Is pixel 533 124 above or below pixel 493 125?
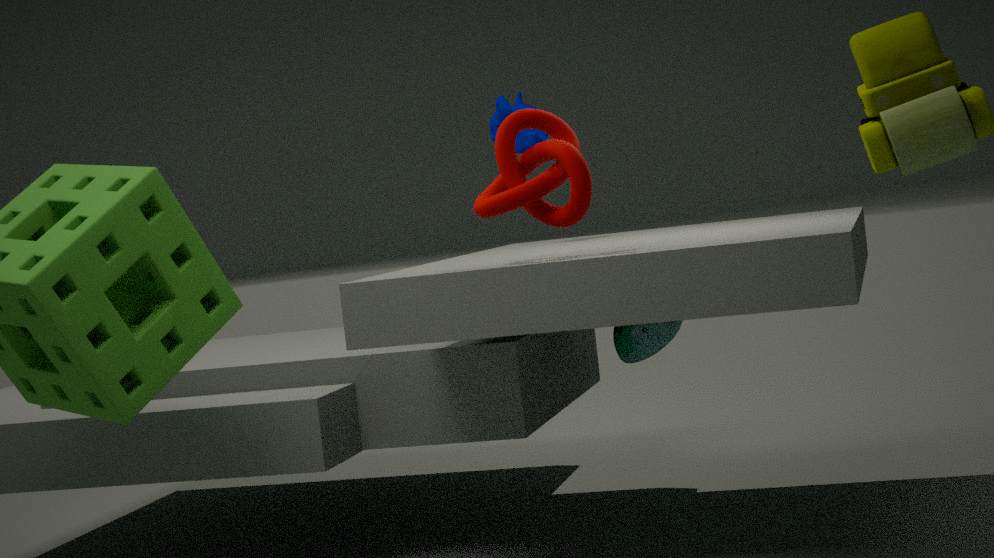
below
